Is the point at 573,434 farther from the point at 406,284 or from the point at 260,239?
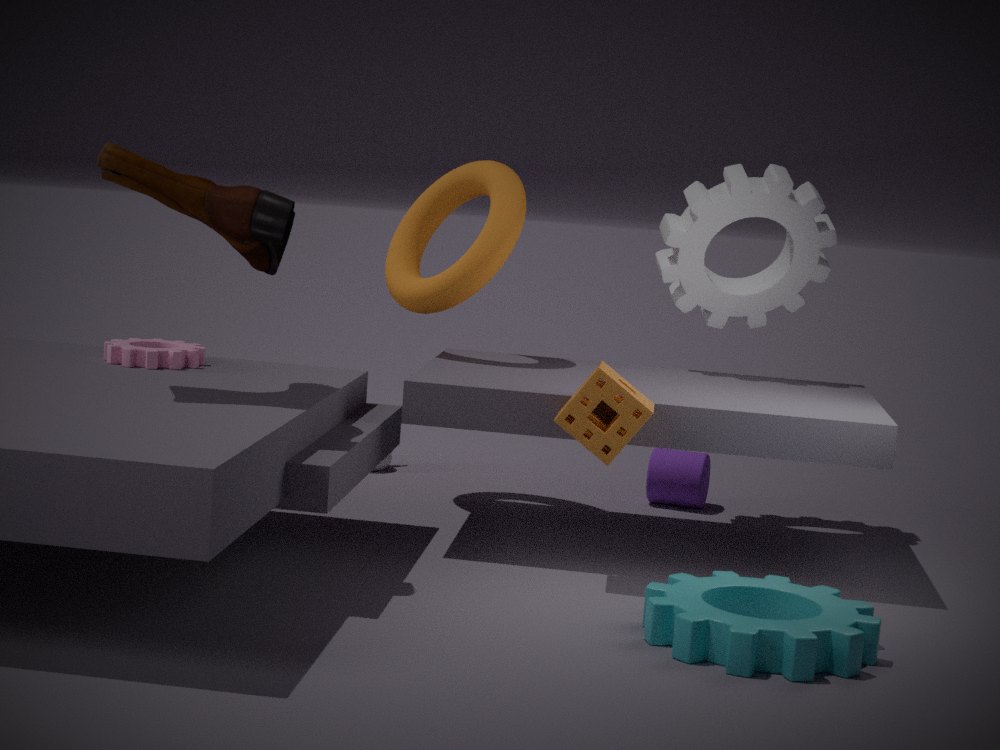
the point at 260,239
